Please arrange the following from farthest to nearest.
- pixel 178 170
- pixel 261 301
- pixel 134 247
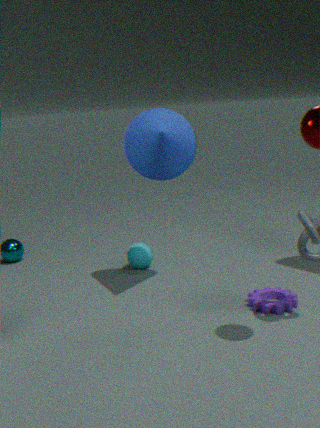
pixel 134 247, pixel 178 170, pixel 261 301
